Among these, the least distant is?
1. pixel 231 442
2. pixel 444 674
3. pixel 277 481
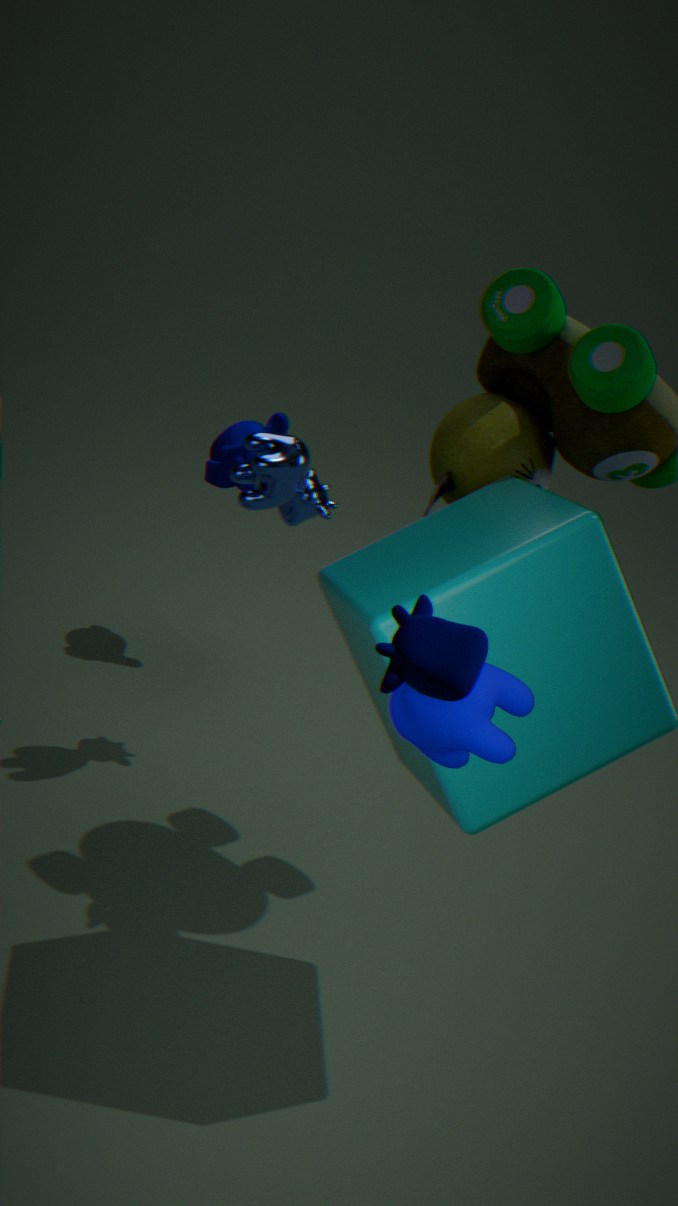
pixel 444 674
